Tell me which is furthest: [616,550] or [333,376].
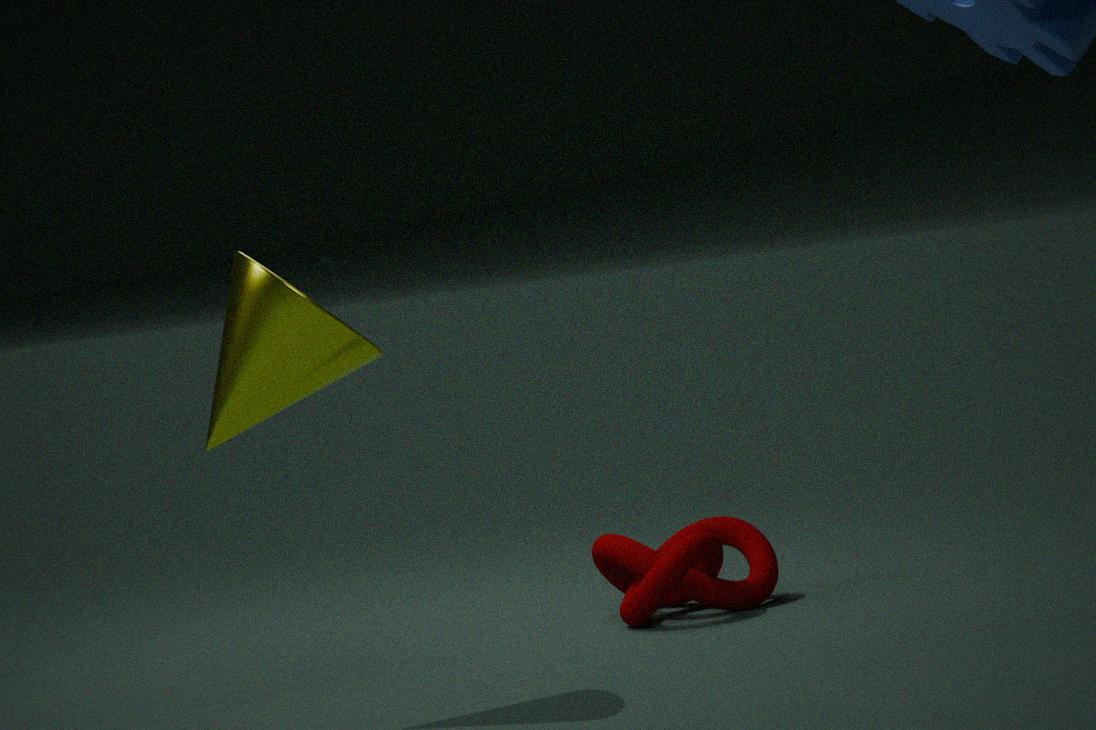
[616,550]
